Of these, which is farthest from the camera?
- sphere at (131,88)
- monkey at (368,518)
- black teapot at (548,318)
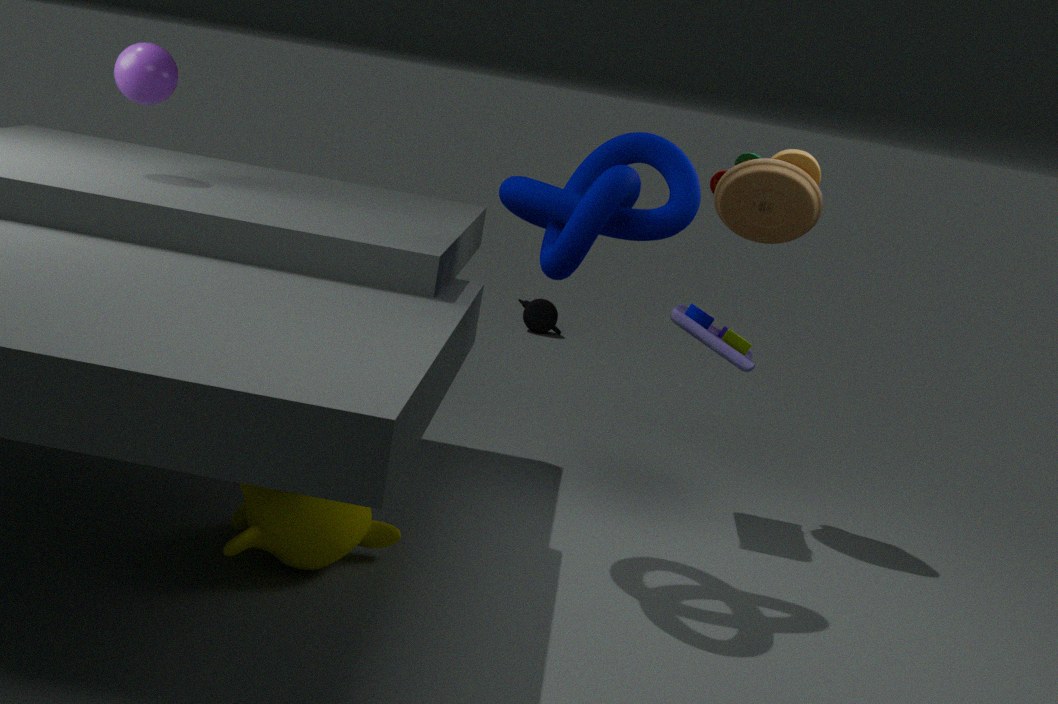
black teapot at (548,318)
